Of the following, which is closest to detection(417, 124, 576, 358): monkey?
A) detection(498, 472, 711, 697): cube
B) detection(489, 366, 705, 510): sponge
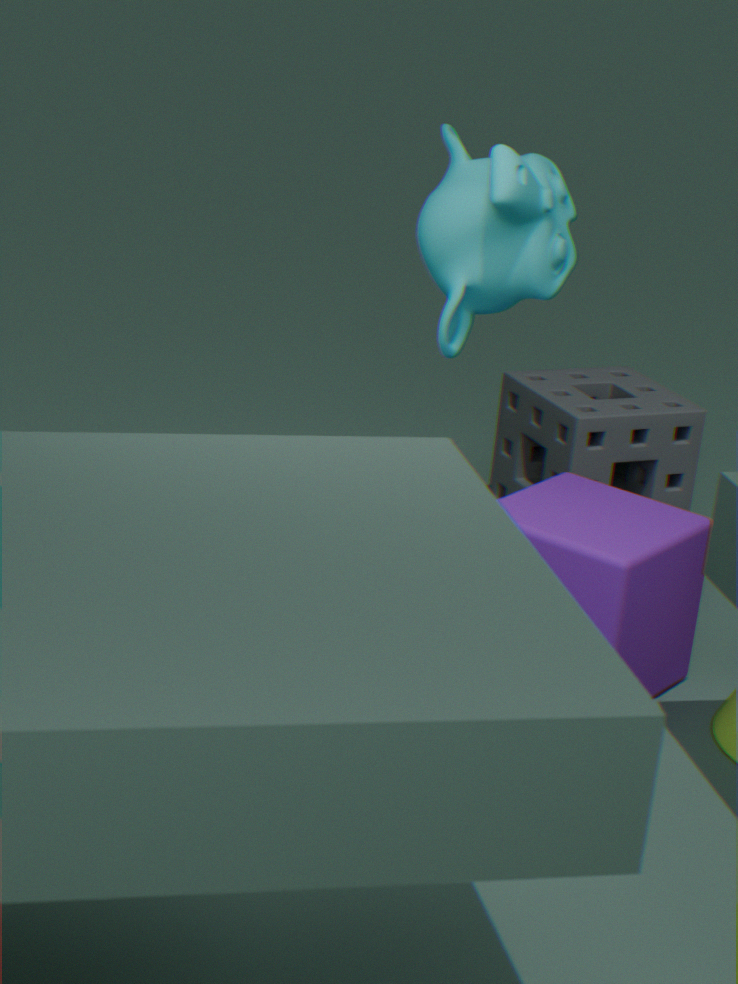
detection(498, 472, 711, 697): cube
